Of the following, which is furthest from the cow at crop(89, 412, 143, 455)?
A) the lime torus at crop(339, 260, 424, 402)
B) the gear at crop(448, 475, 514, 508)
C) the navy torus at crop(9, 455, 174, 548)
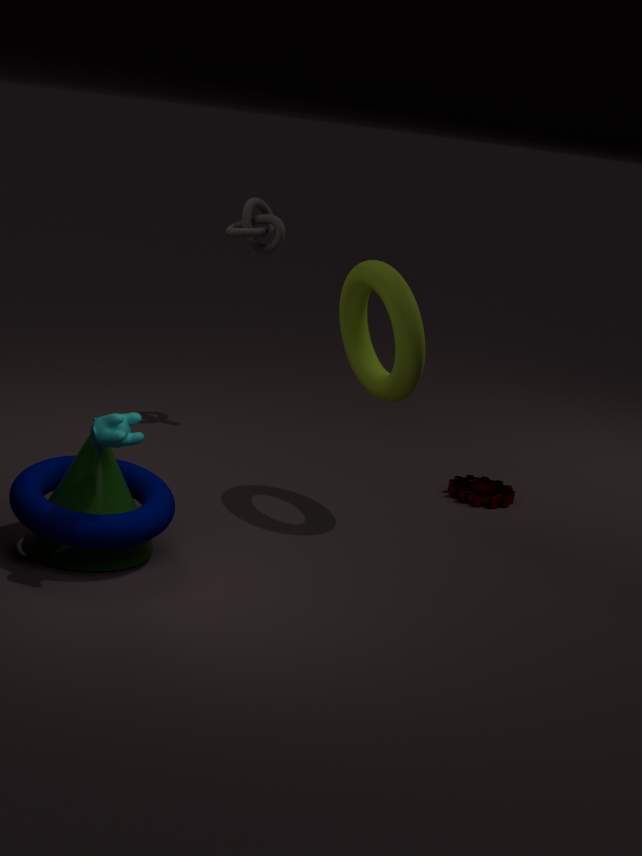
the gear at crop(448, 475, 514, 508)
